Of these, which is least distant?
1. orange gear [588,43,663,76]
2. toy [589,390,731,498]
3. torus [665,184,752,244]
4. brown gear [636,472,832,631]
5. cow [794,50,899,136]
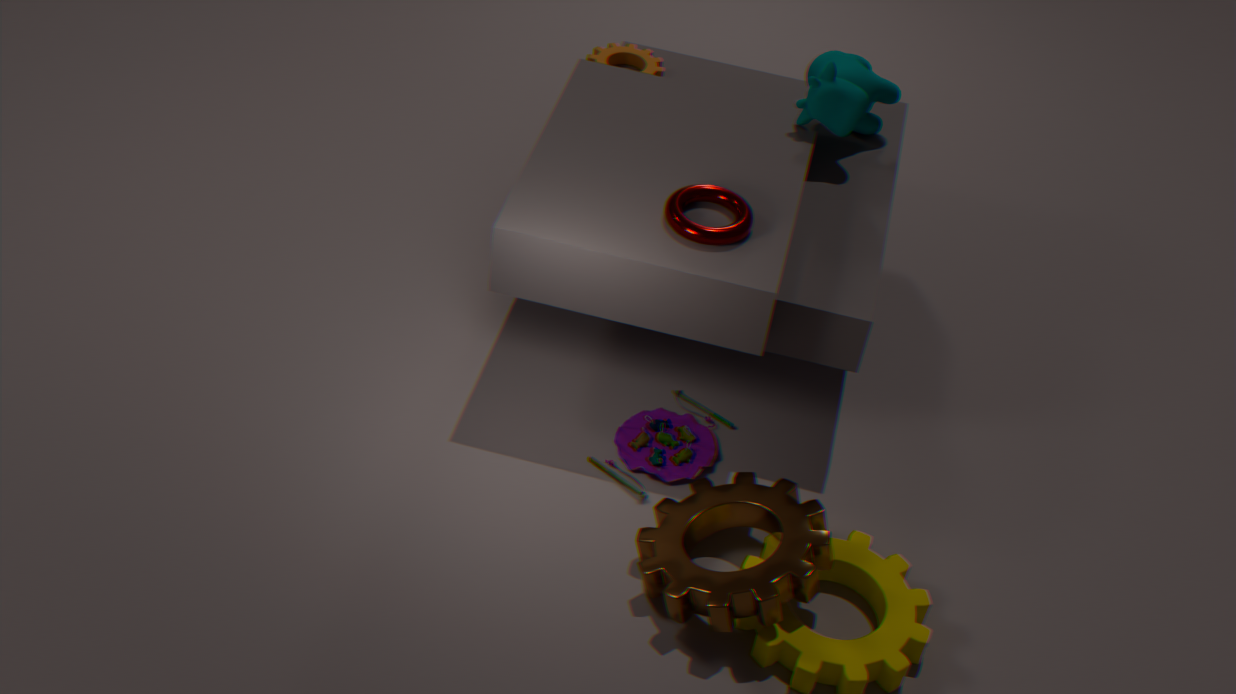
brown gear [636,472,832,631]
